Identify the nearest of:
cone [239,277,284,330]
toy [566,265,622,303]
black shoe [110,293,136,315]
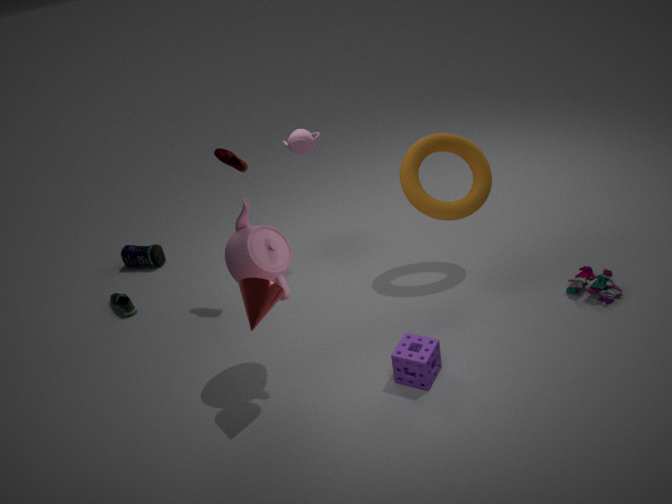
cone [239,277,284,330]
